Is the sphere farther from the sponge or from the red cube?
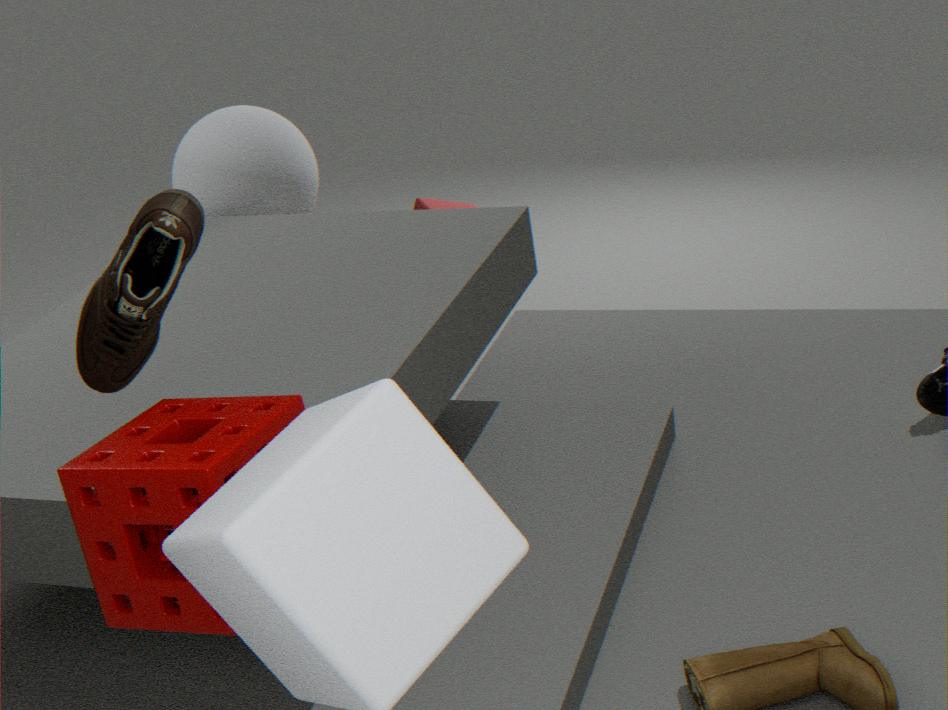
Result: the sponge
